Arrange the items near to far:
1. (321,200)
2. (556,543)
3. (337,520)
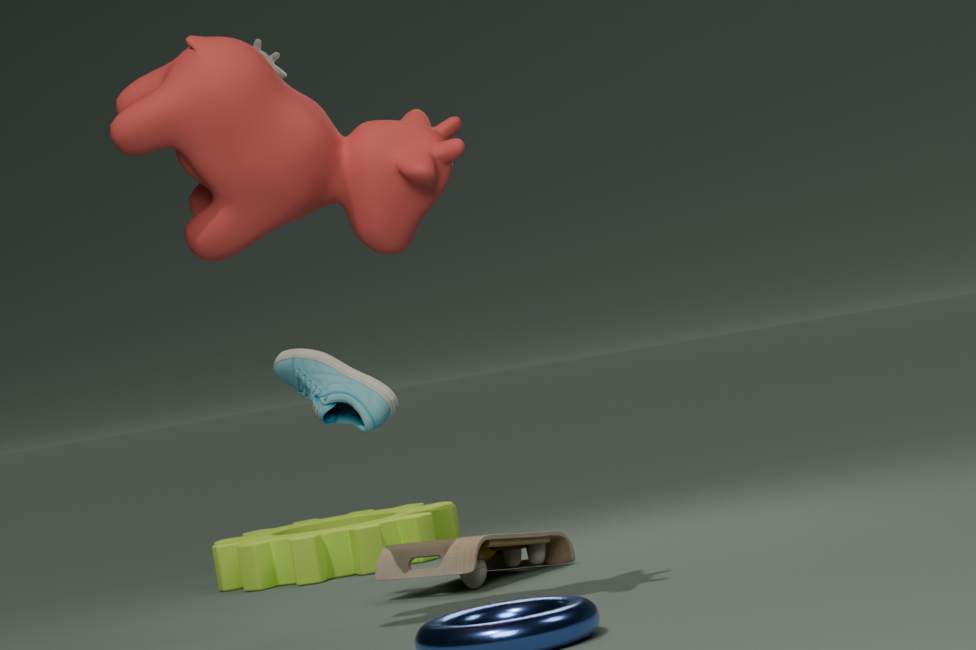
(321,200)
(556,543)
(337,520)
